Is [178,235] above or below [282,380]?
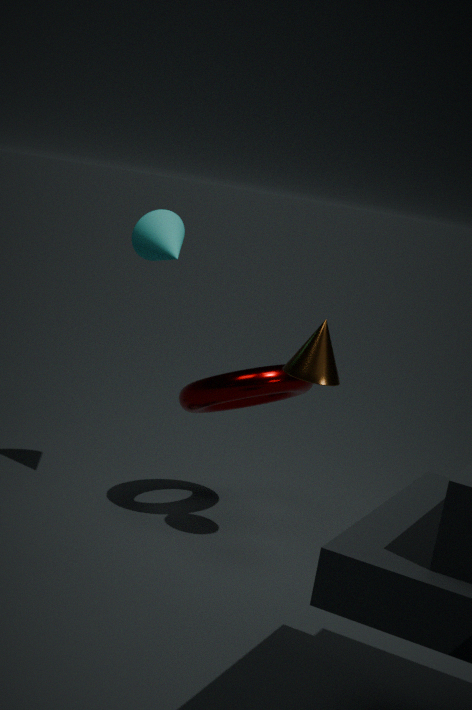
above
